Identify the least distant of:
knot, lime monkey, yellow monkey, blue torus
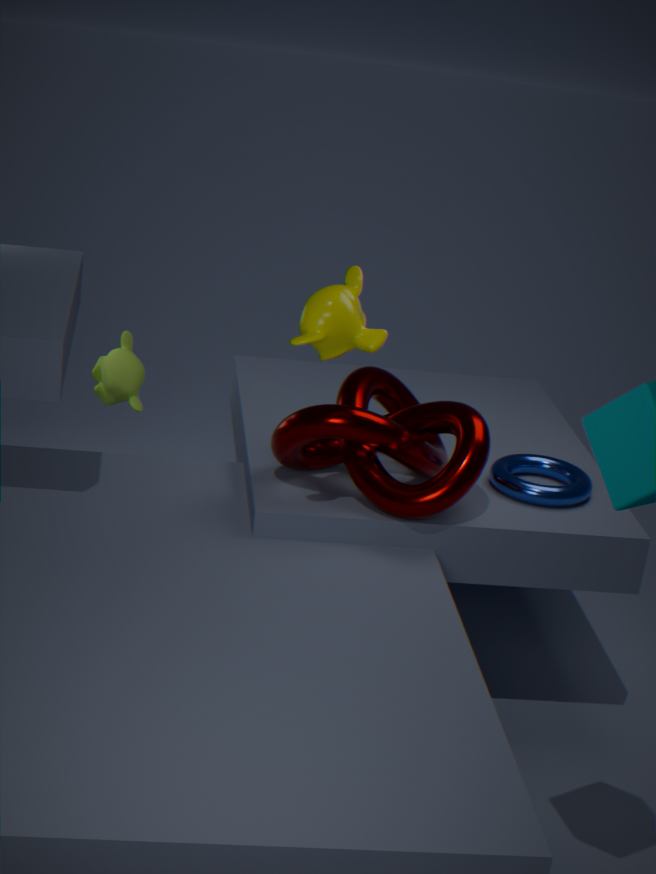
yellow monkey
